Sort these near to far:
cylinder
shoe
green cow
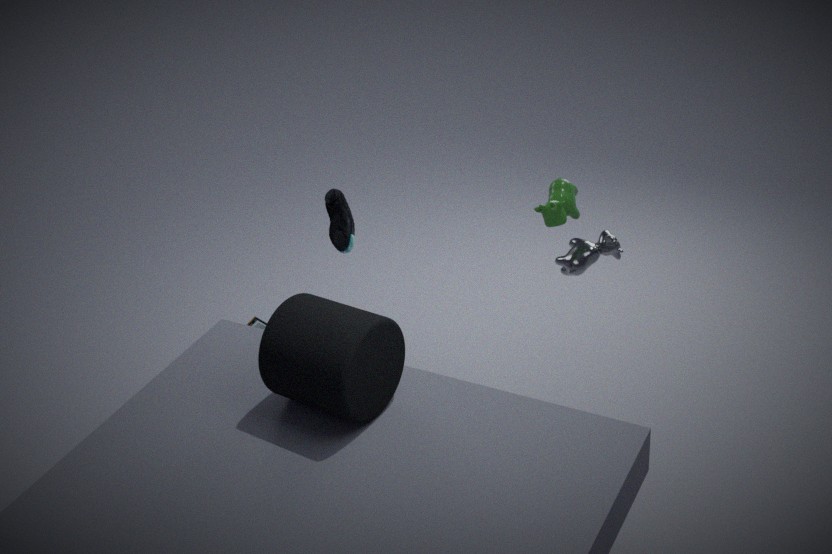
cylinder, green cow, shoe
